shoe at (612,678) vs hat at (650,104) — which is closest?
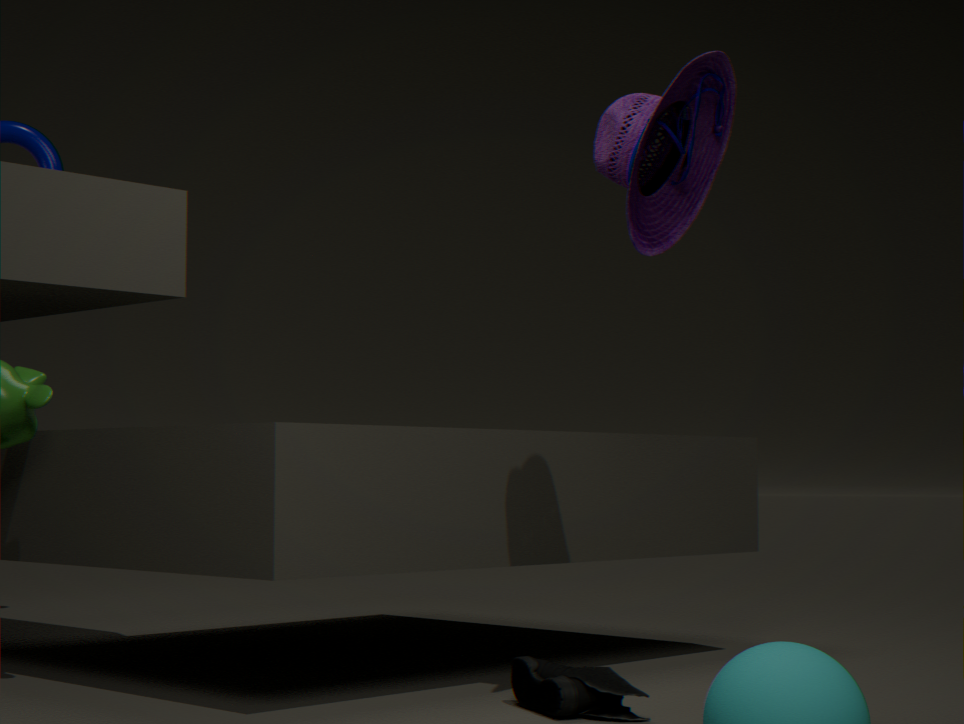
shoe at (612,678)
